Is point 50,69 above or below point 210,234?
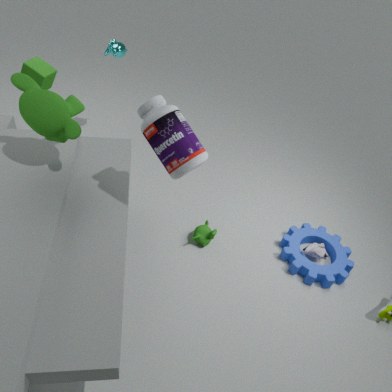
above
